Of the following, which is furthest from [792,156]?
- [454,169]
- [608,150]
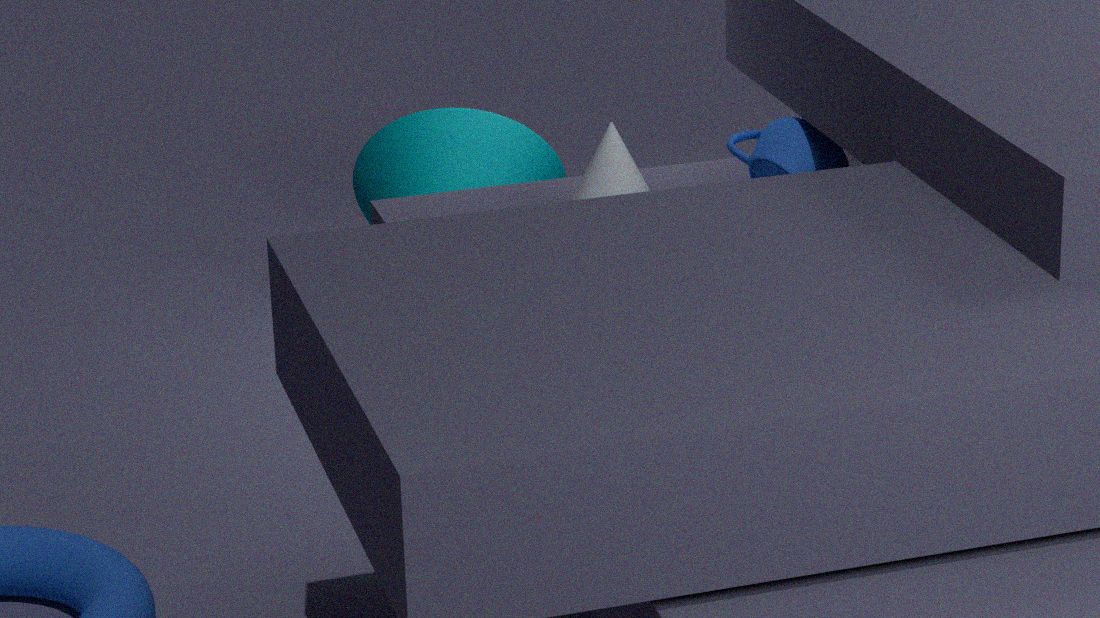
[454,169]
